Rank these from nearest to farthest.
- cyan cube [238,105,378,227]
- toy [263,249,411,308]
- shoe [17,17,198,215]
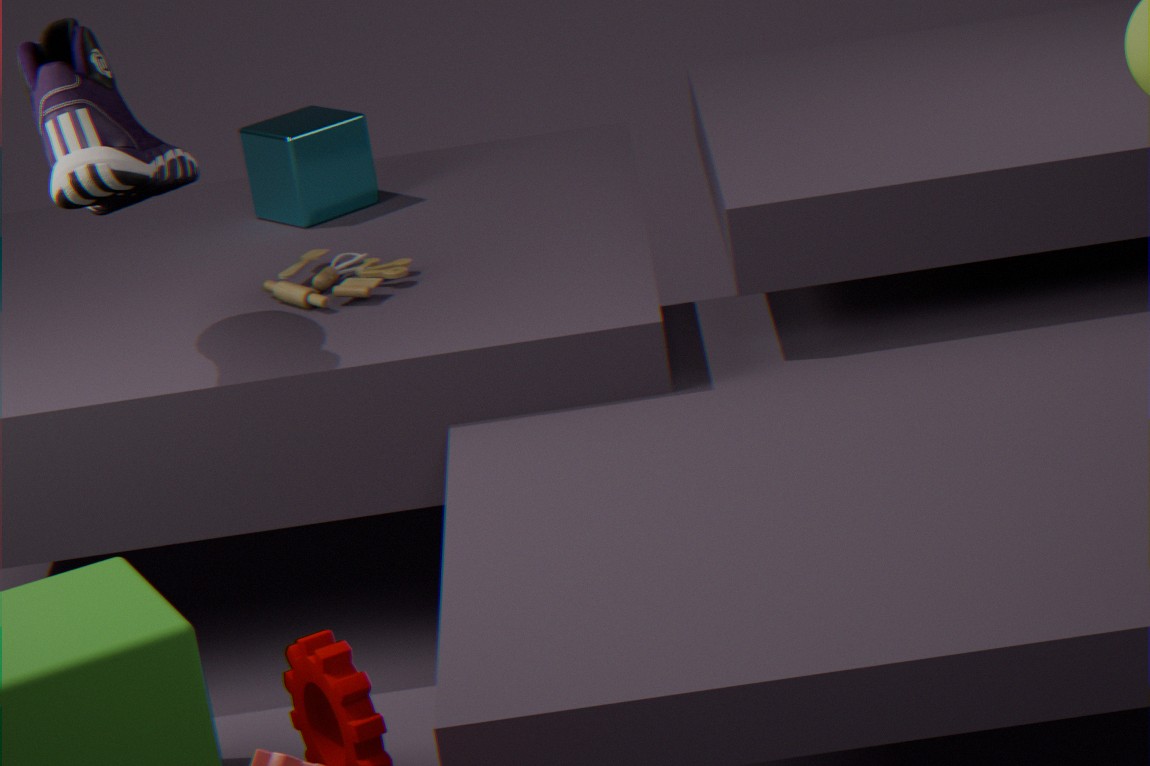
1. shoe [17,17,198,215]
2. toy [263,249,411,308]
3. cyan cube [238,105,378,227]
